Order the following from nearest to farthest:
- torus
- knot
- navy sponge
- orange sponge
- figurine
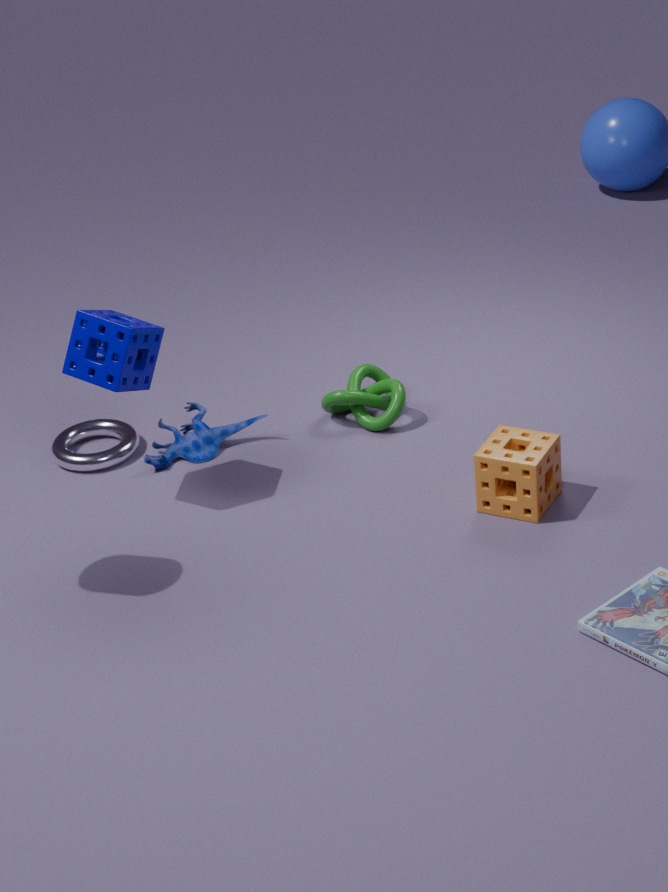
1. orange sponge
2. navy sponge
3. torus
4. figurine
5. knot
